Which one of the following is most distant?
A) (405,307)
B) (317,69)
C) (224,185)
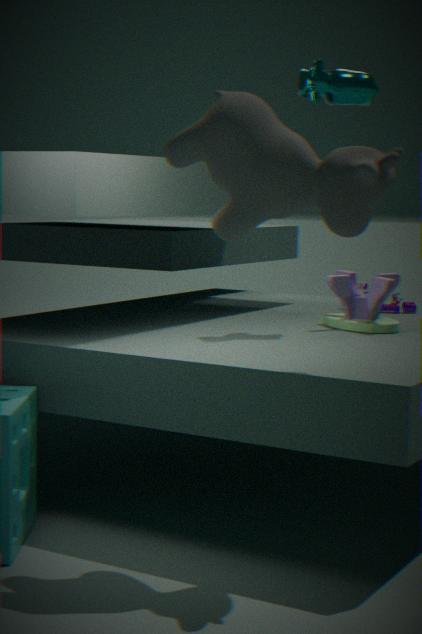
(405,307)
